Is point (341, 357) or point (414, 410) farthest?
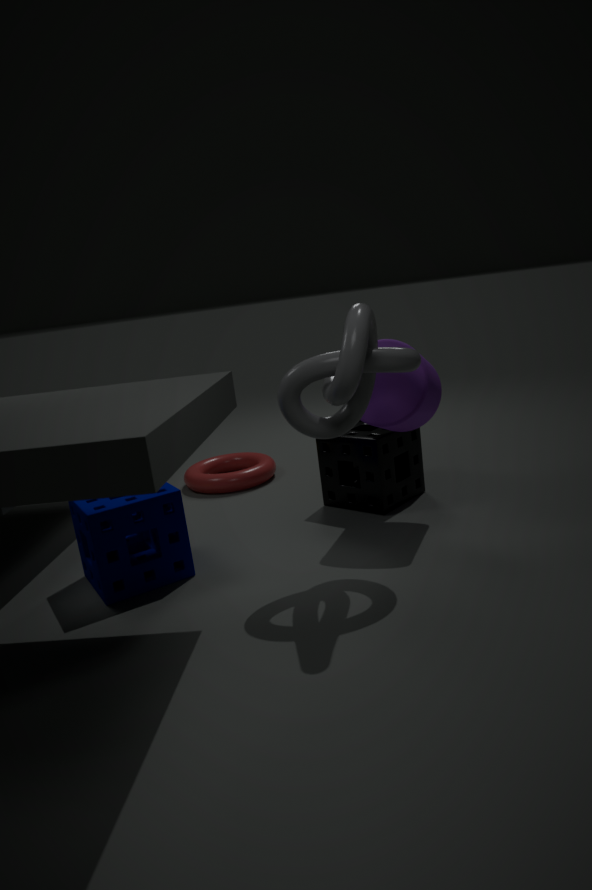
point (414, 410)
